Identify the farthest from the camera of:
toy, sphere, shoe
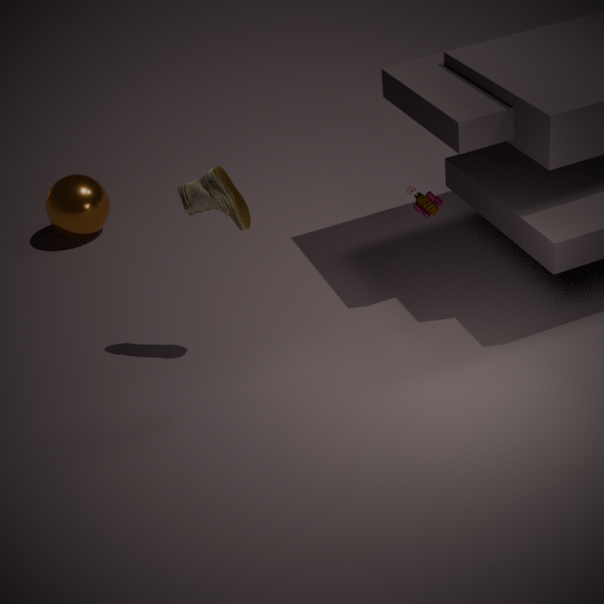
sphere
